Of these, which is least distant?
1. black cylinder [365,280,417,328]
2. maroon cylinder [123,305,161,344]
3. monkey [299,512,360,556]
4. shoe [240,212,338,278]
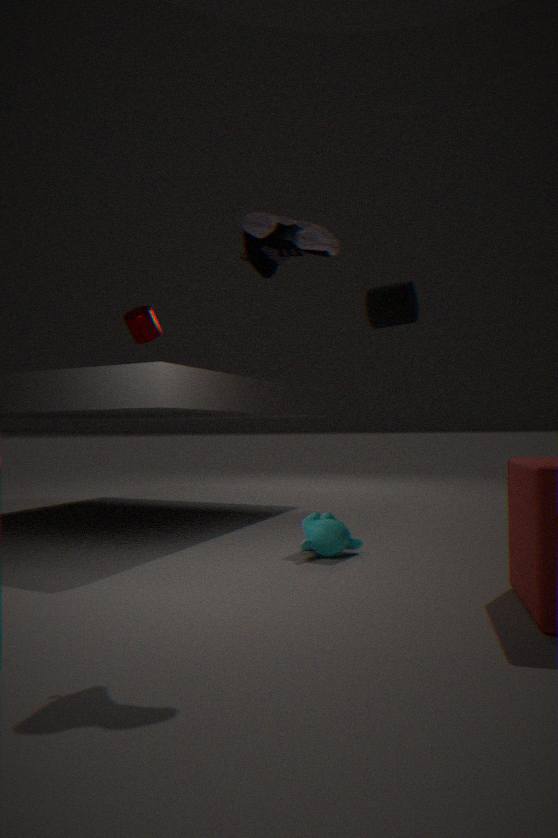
shoe [240,212,338,278]
